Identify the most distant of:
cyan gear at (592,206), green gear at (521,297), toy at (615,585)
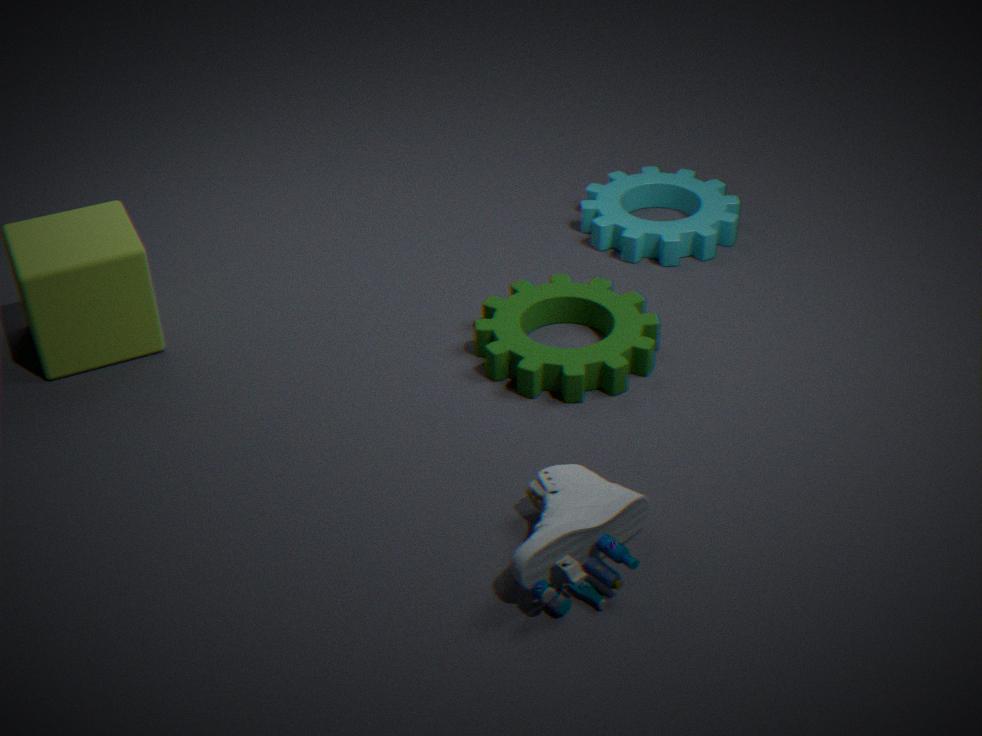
cyan gear at (592,206)
